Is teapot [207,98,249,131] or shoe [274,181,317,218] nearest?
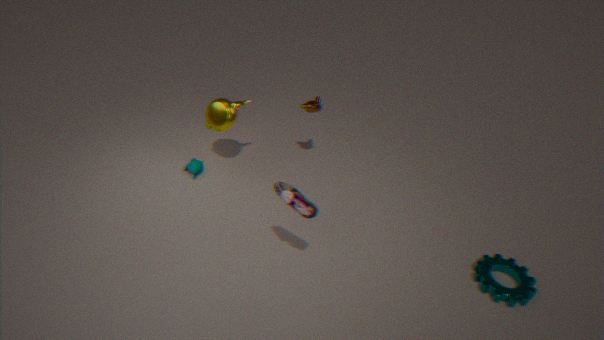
shoe [274,181,317,218]
